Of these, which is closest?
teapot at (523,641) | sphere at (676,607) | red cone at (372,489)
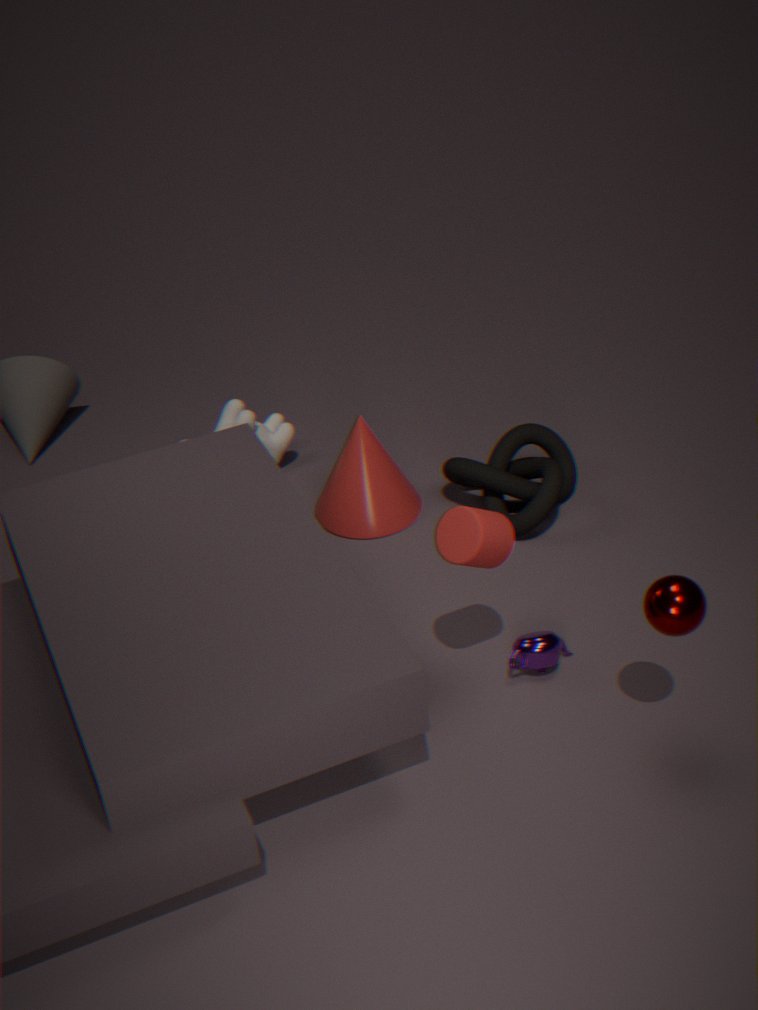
sphere at (676,607)
